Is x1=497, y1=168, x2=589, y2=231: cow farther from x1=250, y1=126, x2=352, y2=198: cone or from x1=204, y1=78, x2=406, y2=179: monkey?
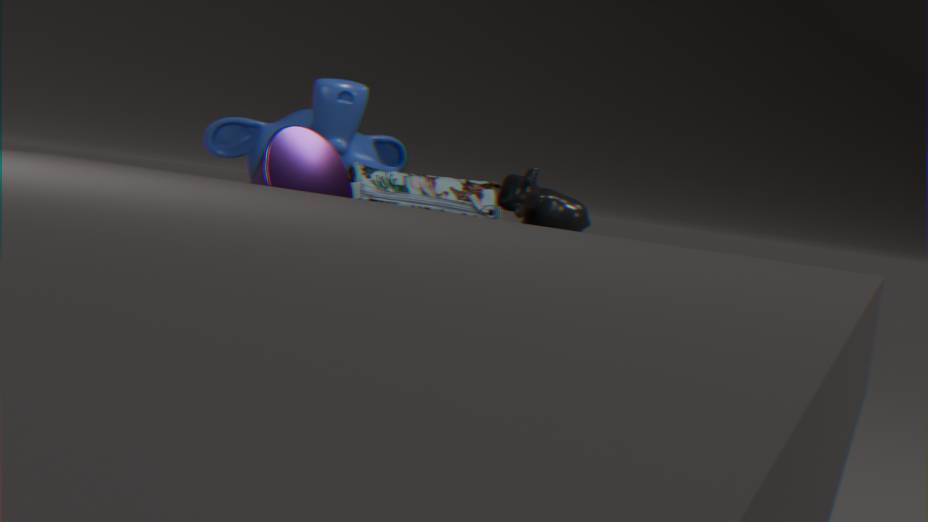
x1=250, y1=126, x2=352, y2=198: cone
